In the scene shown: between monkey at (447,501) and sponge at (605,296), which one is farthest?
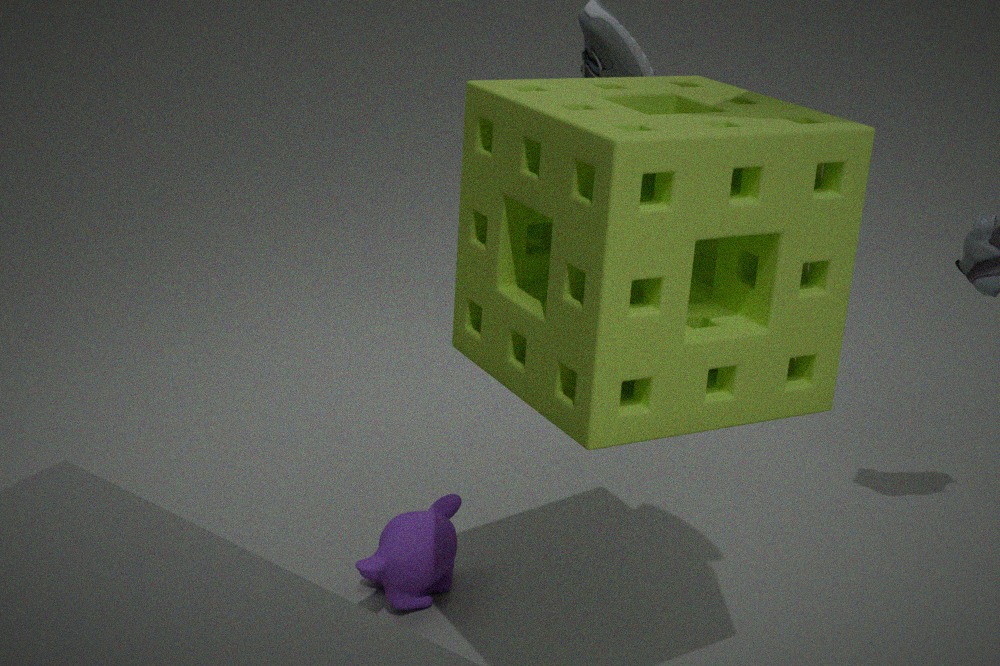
monkey at (447,501)
